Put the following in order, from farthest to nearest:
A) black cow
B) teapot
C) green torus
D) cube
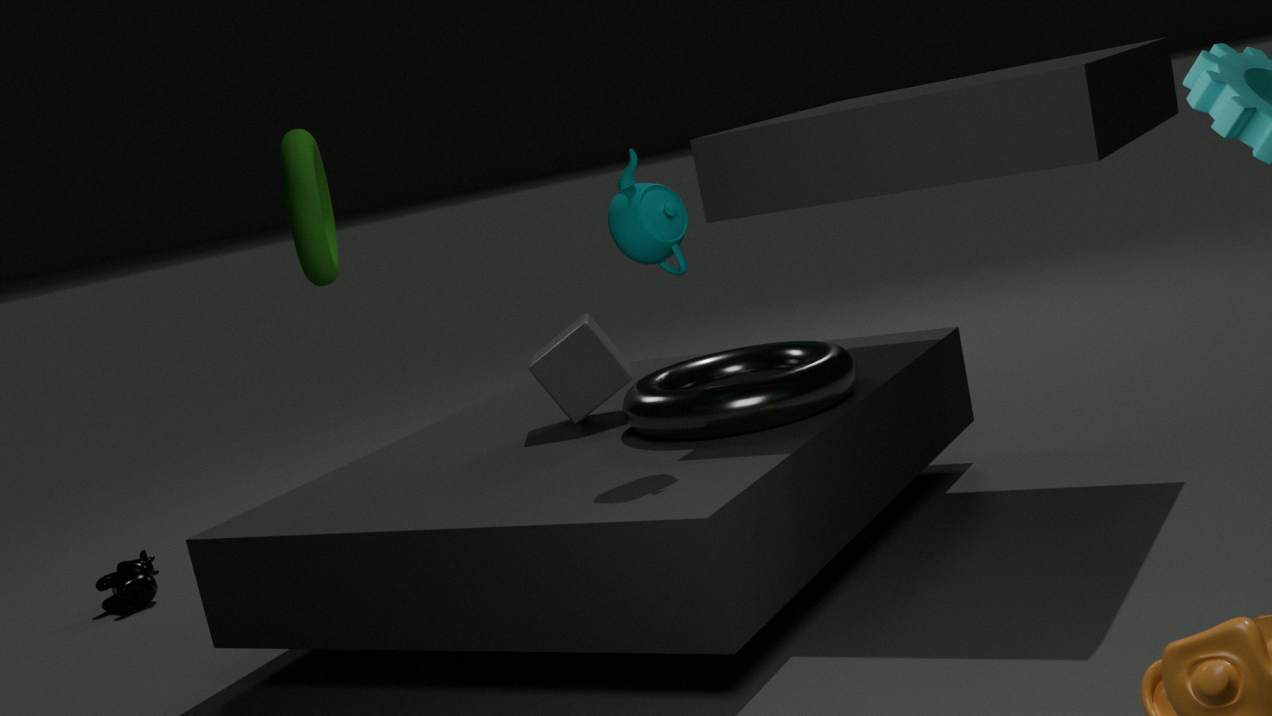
black cow → cube → teapot → green torus
